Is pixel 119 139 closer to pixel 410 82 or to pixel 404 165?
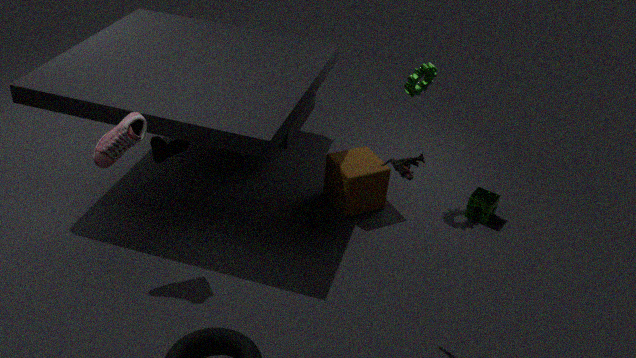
Answer: pixel 404 165
